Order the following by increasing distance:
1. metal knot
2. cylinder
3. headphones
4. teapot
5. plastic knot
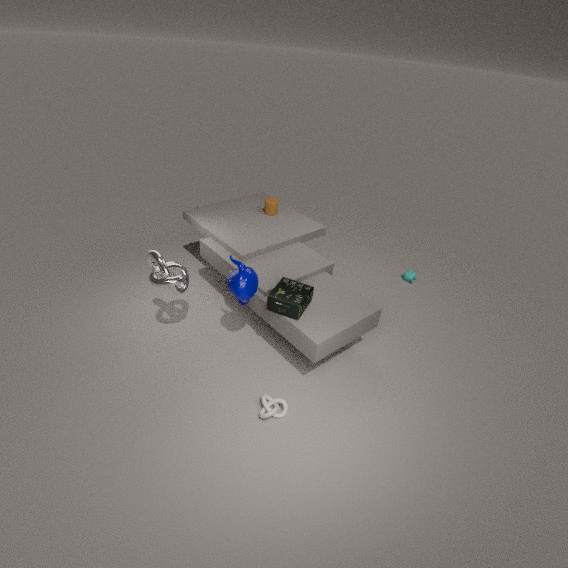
plastic knot → teapot → metal knot → headphones → cylinder
